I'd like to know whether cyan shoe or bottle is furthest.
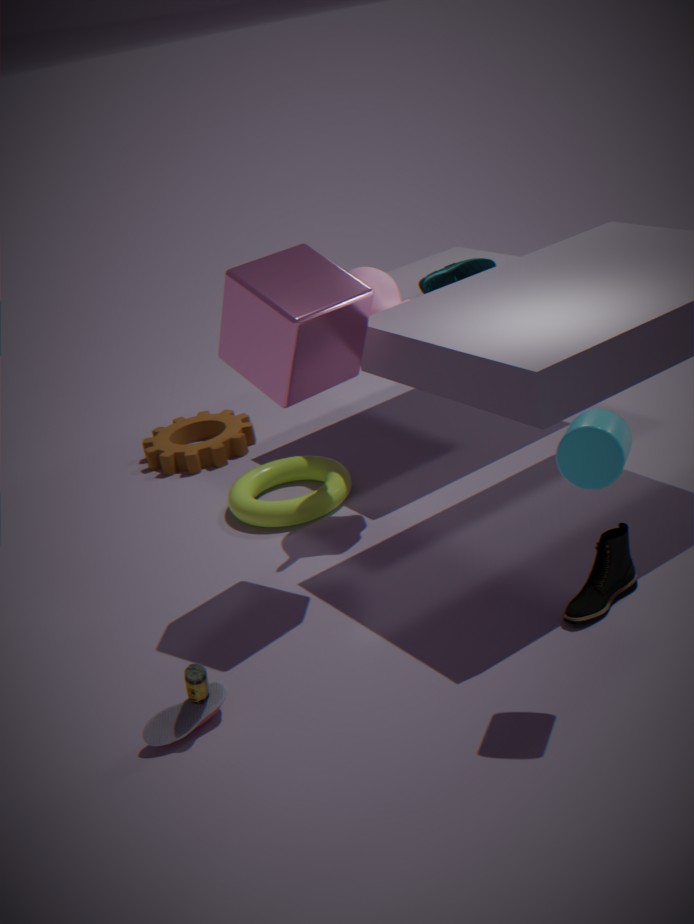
cyan shoe
